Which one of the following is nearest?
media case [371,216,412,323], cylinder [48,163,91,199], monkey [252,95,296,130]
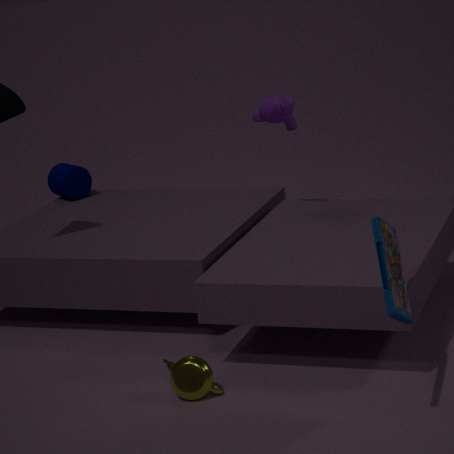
media case [371,216,412,323]
